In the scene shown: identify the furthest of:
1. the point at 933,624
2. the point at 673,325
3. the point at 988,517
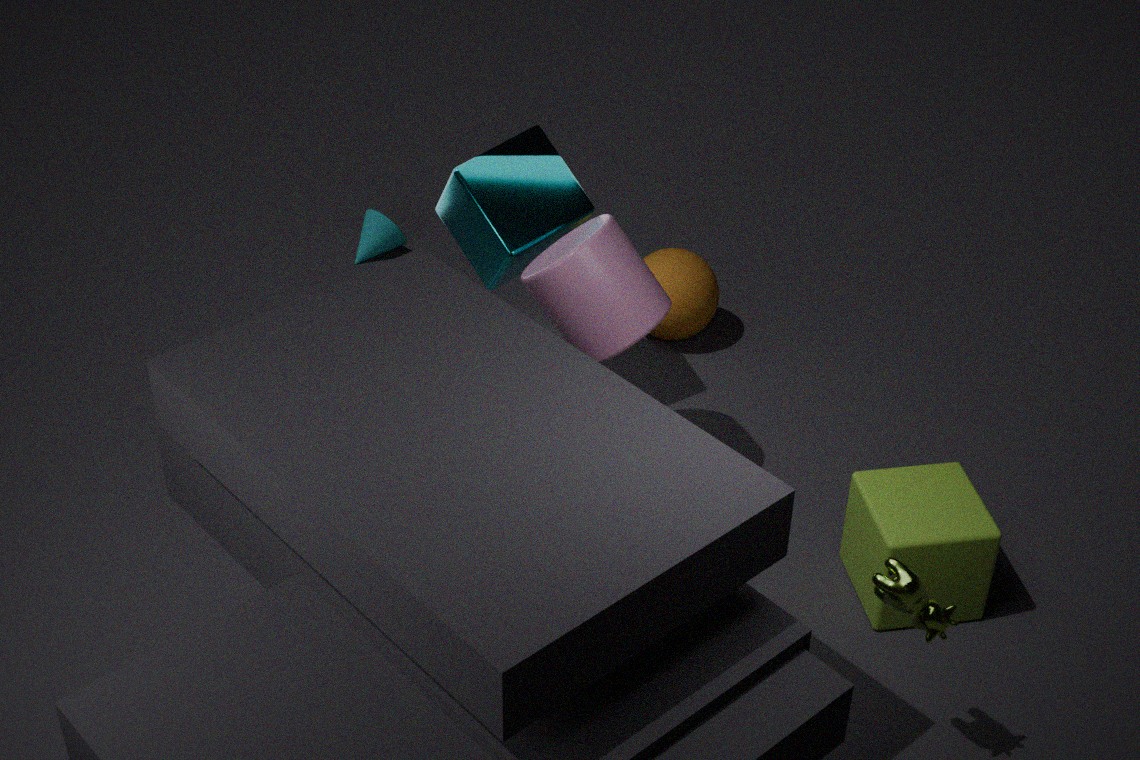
the point at 673,325
